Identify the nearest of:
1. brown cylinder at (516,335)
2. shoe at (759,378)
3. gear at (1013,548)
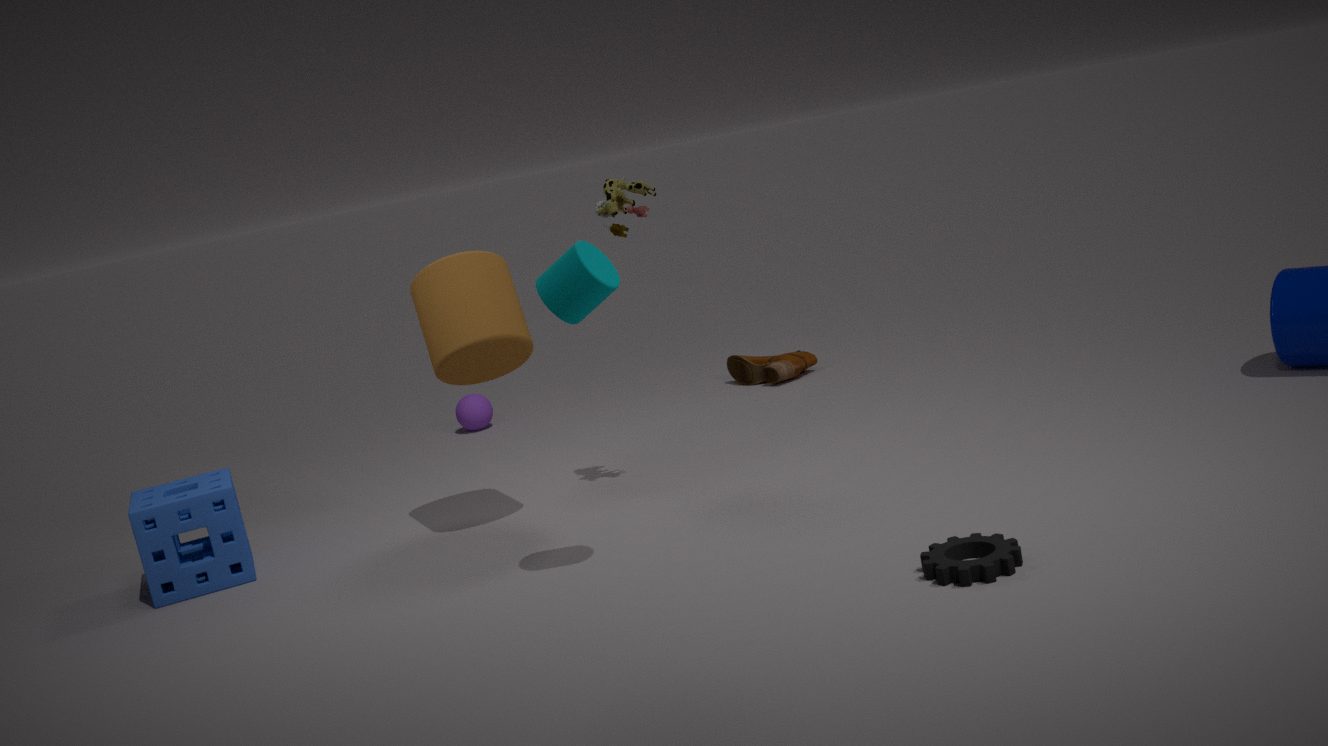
gear at (1013,548)
